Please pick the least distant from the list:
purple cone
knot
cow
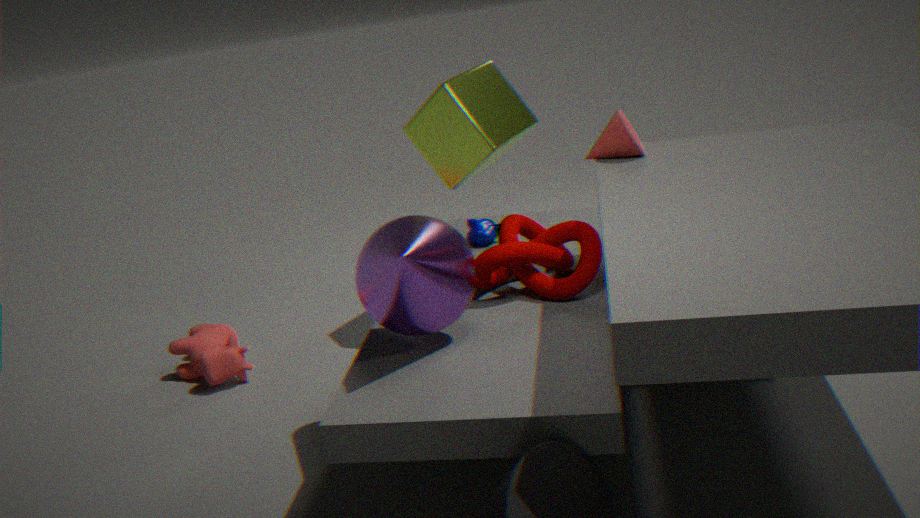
purple cone
